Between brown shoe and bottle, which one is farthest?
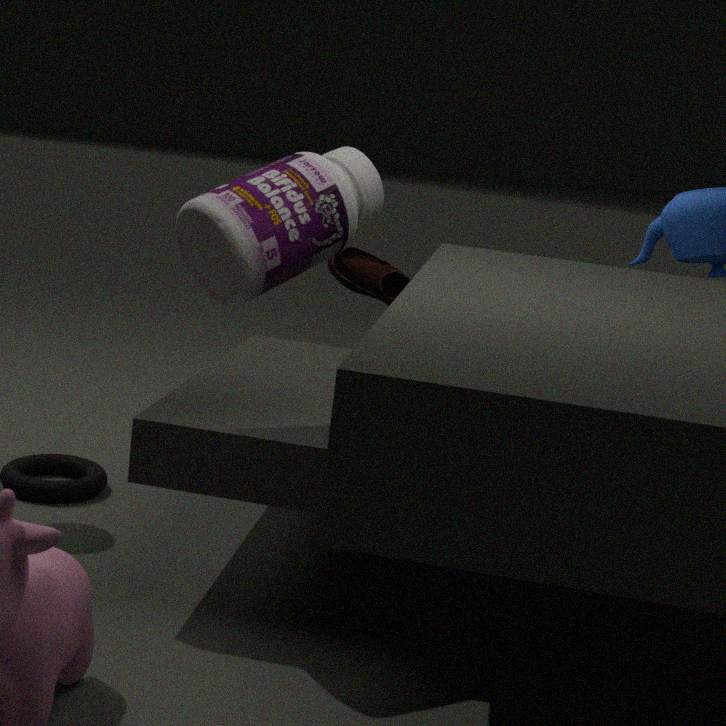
brown shoe
